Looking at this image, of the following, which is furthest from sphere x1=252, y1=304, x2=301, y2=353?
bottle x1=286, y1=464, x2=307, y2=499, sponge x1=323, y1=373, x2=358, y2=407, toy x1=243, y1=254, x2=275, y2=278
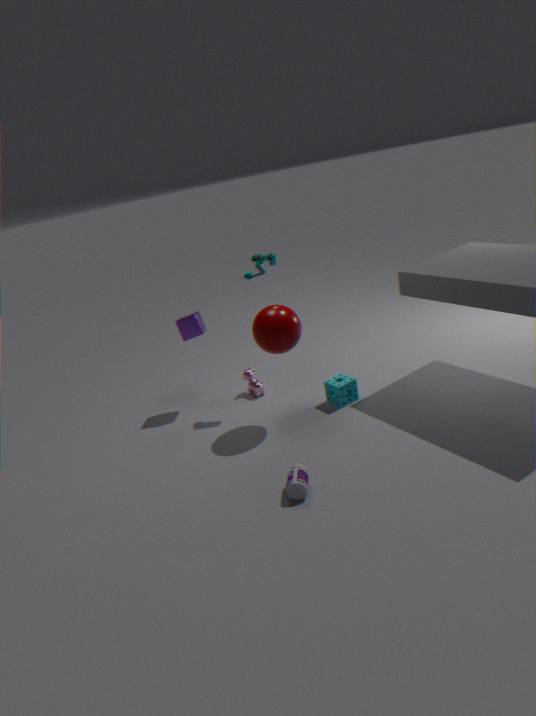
bottle x1=286, y1=464, x2=307, y2=499
